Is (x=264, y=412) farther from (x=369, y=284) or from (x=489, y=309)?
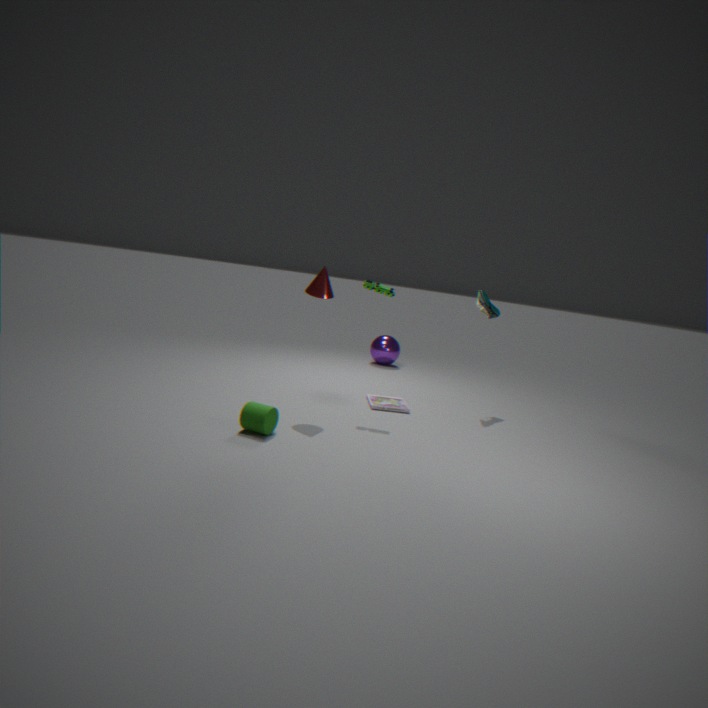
(x=489, y=309)
